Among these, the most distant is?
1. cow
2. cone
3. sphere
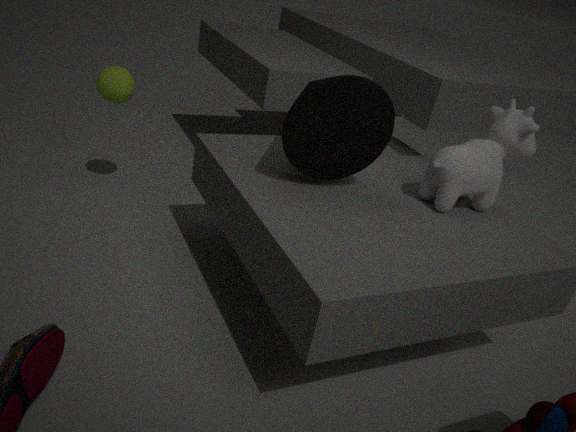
sphere
